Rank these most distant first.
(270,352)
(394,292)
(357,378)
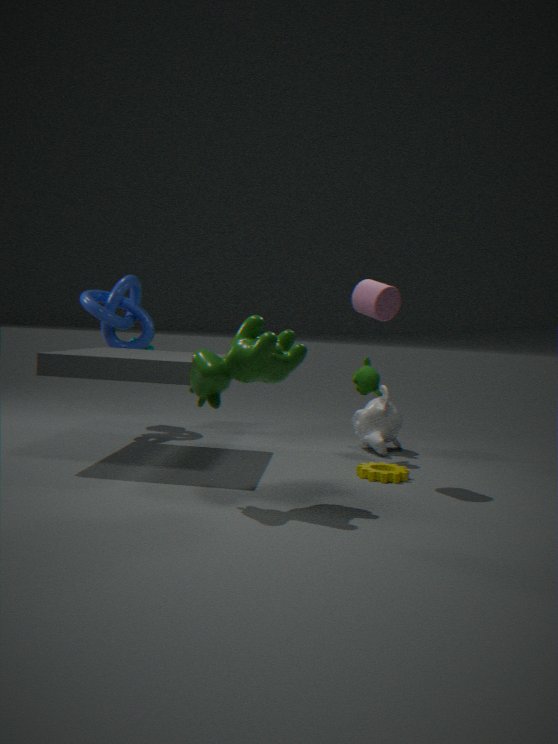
(357,378) < (394,292) < (270,352)
